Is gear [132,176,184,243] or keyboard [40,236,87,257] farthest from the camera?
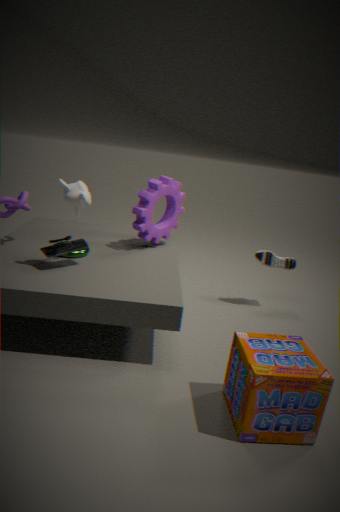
gear [132,176,184,243]
